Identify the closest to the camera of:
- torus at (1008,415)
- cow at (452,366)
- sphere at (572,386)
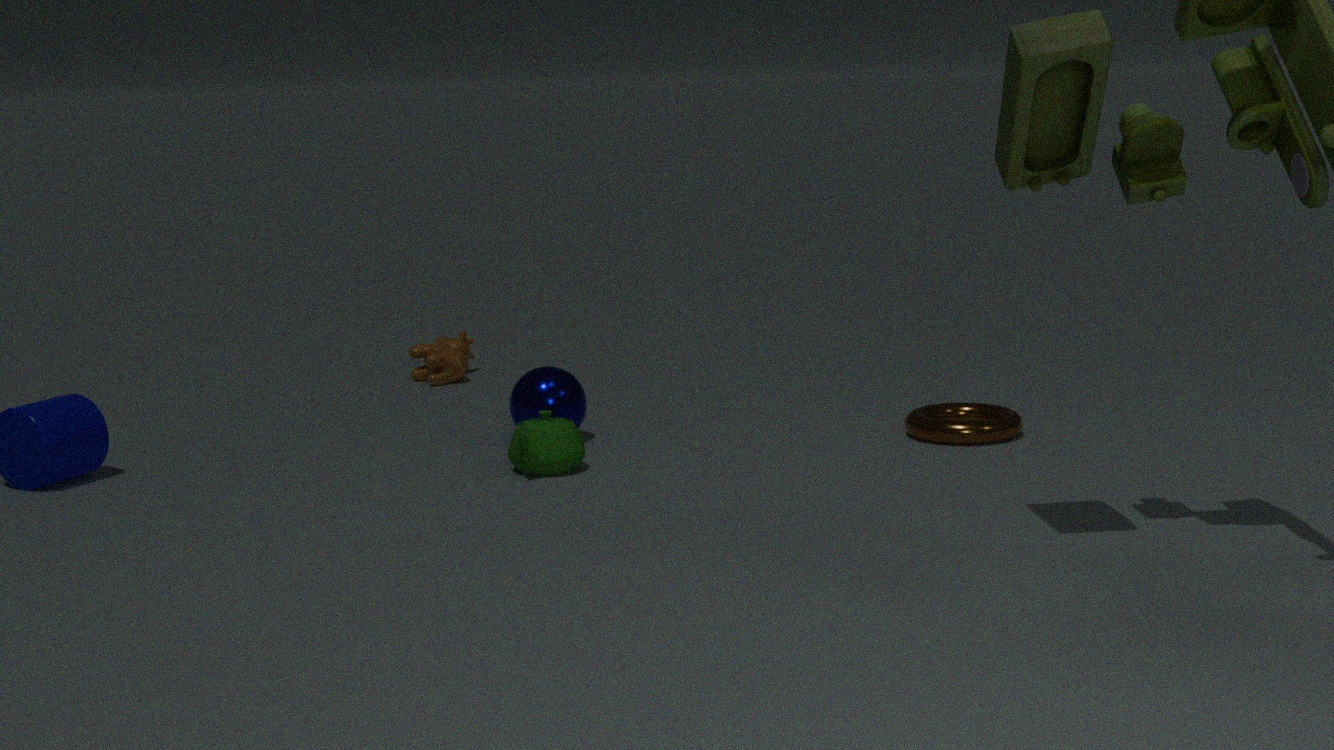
torus at (1008,415)
